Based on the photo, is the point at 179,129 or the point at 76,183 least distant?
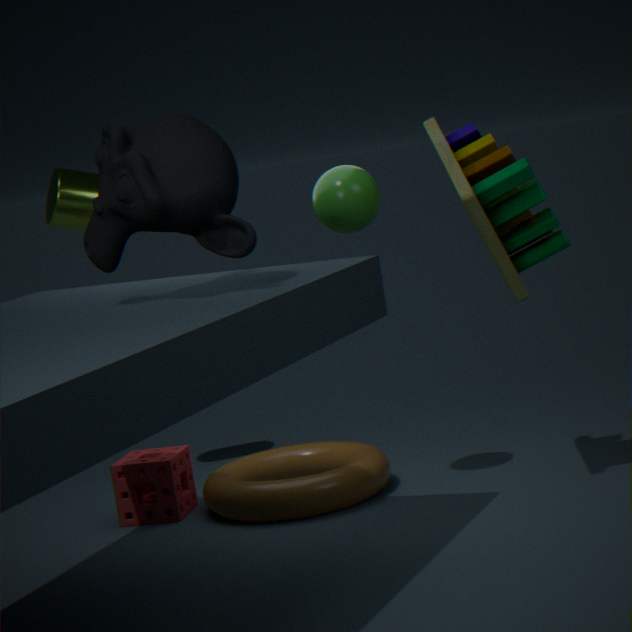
the point at 179,129
